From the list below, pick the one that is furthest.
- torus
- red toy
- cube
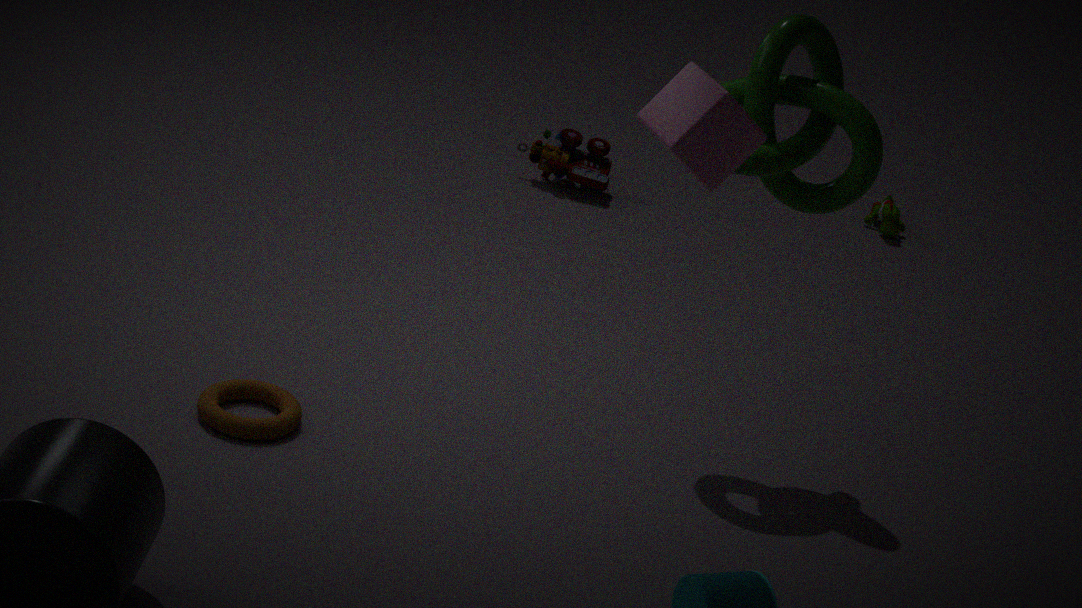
red toy
